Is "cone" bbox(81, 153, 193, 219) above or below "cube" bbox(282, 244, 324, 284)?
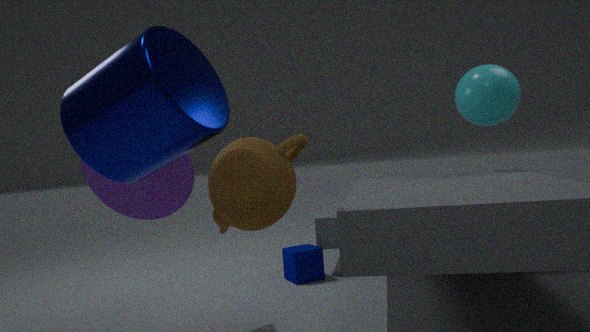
above
